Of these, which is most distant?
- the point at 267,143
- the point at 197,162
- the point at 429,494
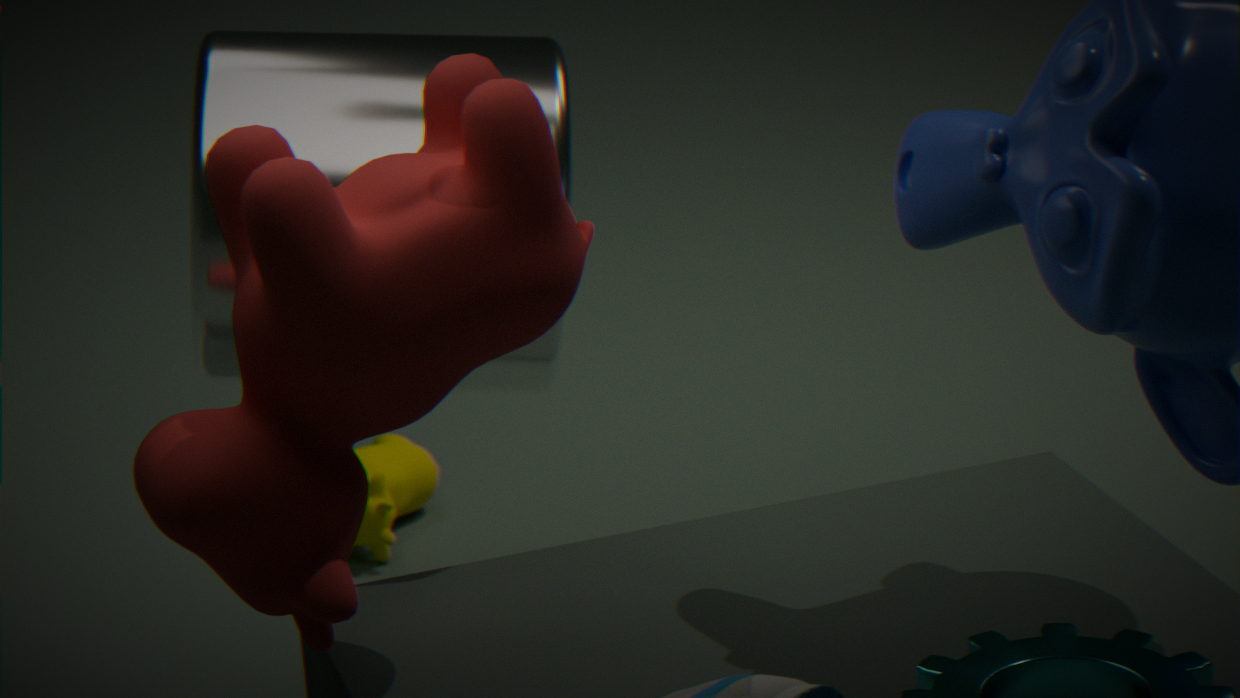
the point at 429,494
